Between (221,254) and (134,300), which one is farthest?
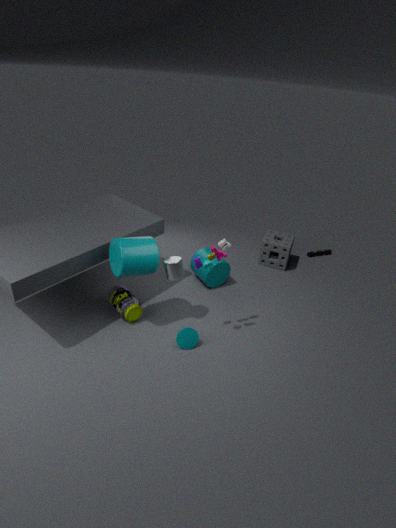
(134,300)
